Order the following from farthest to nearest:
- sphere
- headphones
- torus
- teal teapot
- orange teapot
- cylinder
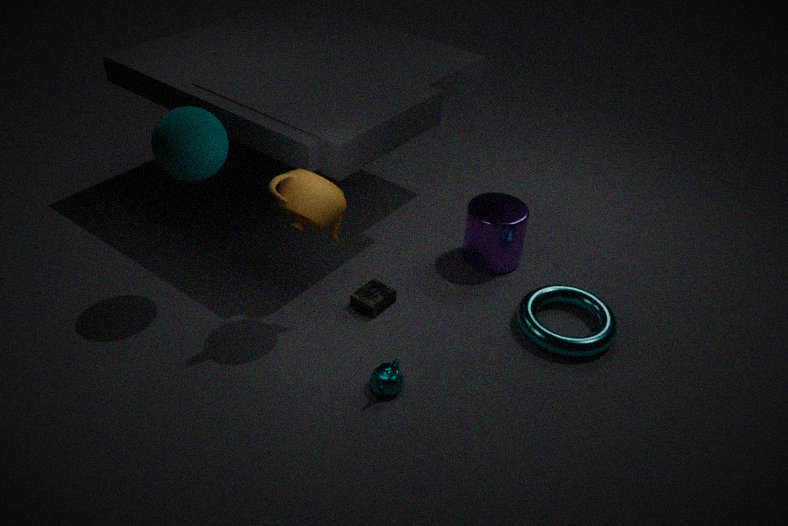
cylinder → headphones → torus → teal teapot → sphere → orange teapot
